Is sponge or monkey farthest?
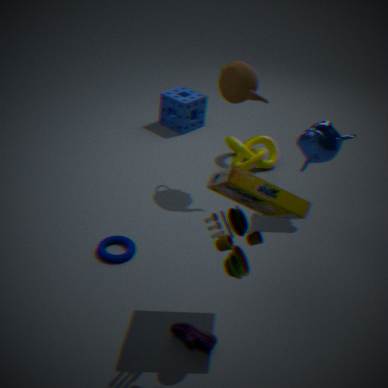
sponge
